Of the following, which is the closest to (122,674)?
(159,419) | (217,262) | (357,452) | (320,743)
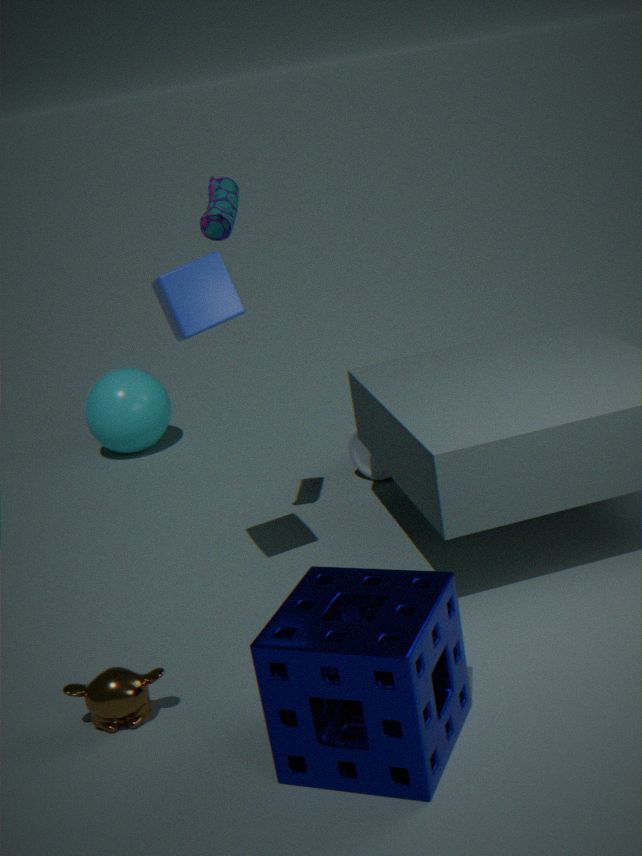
(320,743)
